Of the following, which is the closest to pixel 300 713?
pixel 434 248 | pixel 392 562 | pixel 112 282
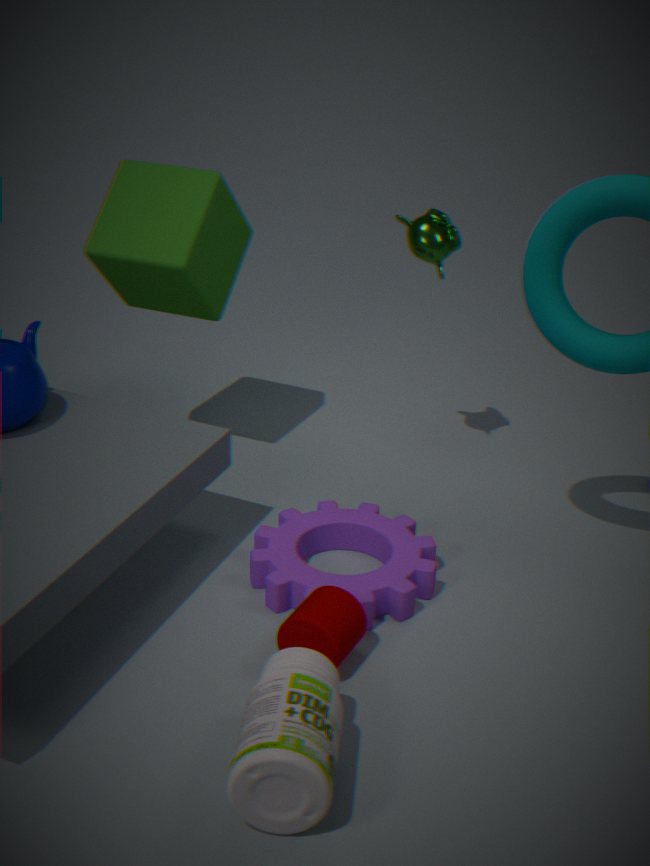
pixel 392 562
